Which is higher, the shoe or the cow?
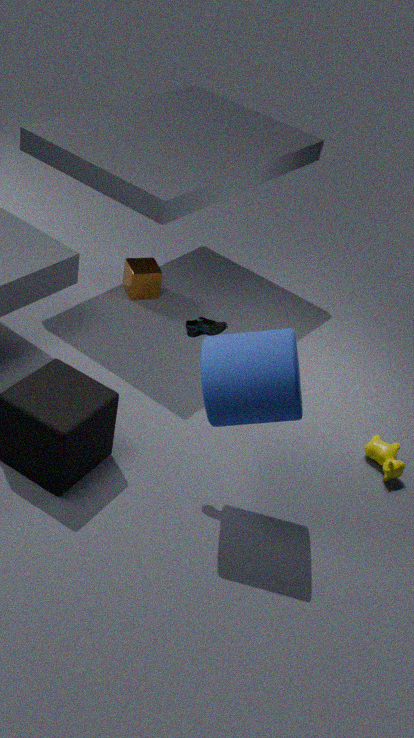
the shoe
